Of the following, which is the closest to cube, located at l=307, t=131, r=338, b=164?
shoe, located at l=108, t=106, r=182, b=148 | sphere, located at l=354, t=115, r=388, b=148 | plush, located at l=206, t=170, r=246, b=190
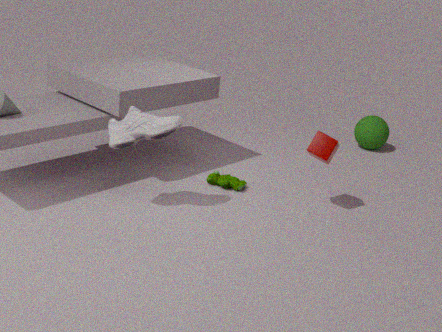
plush, located at l=206, t=170, r=246, b=190
